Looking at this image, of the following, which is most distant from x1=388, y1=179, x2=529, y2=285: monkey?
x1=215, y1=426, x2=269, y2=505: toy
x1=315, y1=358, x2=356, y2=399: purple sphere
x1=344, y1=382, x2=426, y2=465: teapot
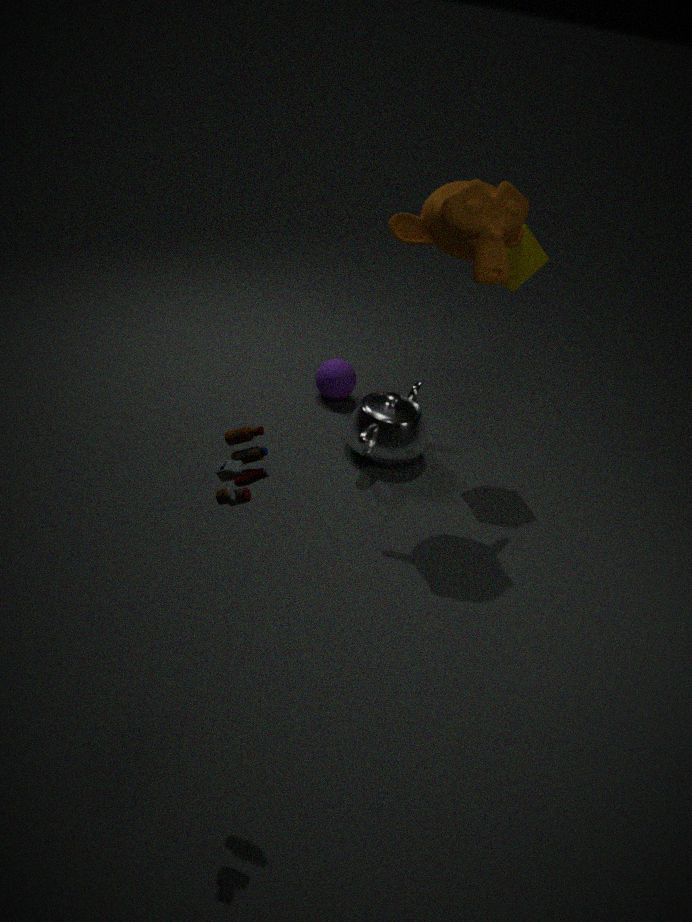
x1=215, y1=426, x2=269, y2=505: toy
